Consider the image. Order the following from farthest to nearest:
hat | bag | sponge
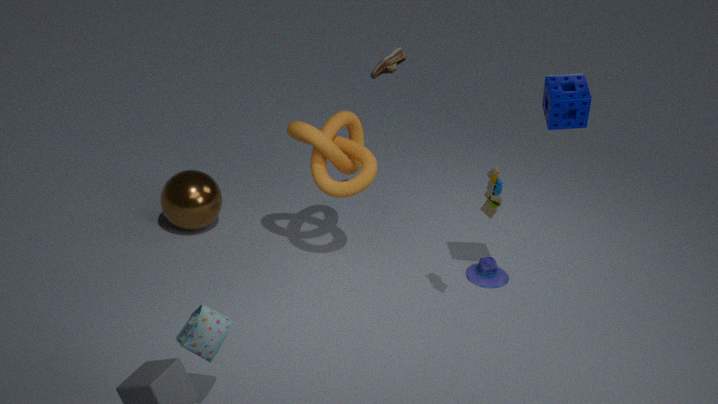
hat
sponge
bag
